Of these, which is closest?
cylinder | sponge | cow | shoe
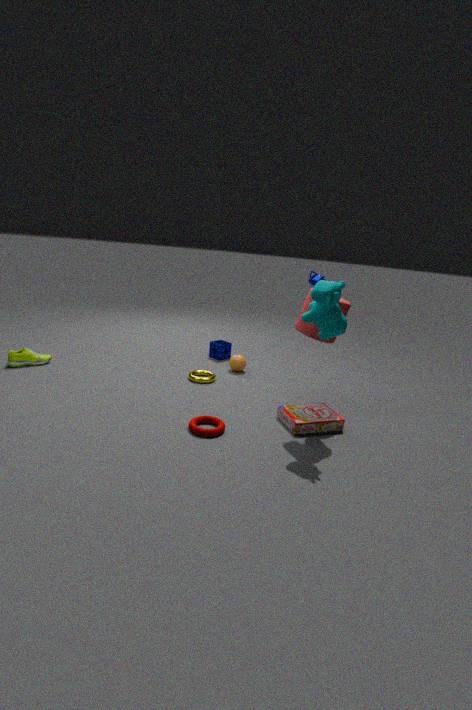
cow
